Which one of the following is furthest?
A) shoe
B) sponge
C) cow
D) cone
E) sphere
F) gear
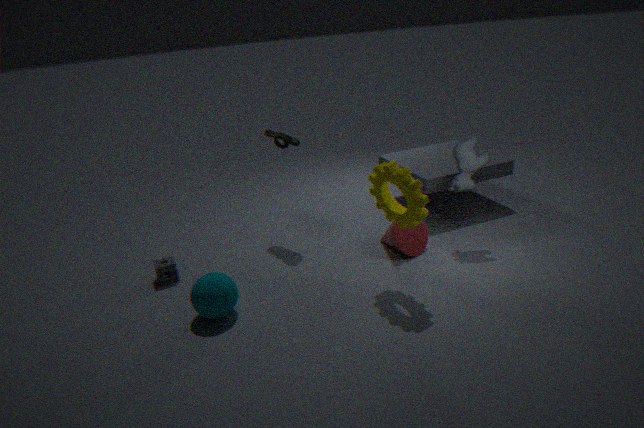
shoe
